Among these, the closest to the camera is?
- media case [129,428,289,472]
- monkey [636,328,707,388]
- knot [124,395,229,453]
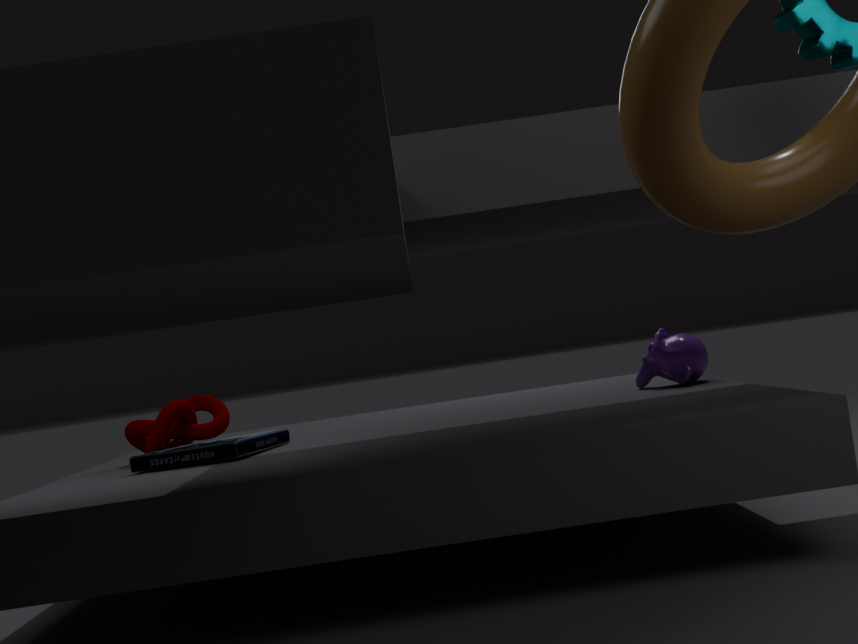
media case [129,428,289,472]
